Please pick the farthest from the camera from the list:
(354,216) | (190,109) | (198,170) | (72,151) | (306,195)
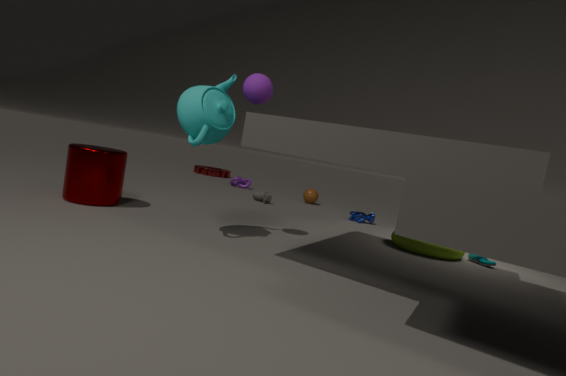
(198,170)
